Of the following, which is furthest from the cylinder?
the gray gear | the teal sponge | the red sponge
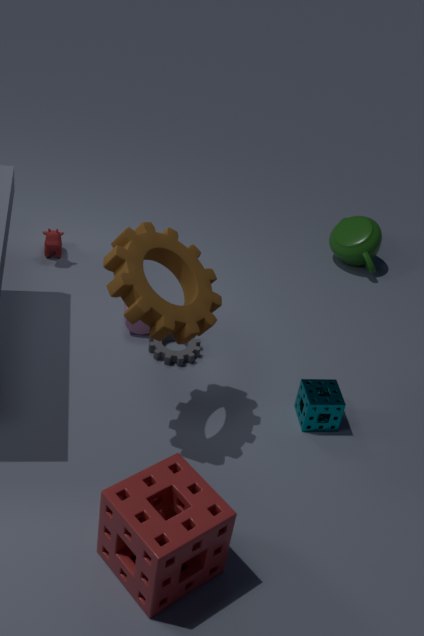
the red sponge
